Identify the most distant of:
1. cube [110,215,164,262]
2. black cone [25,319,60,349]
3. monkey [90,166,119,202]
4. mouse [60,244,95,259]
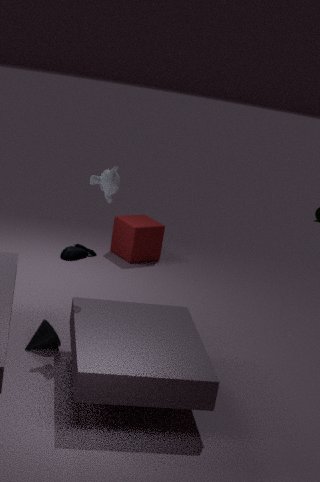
cube [110,215,164,262]
